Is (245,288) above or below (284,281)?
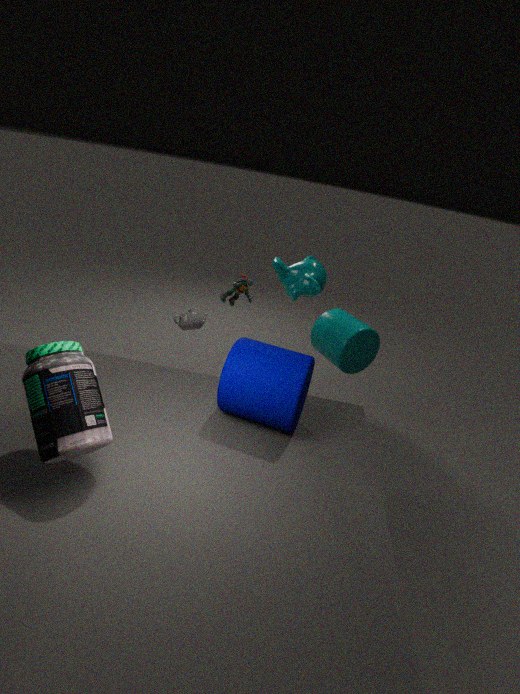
below
